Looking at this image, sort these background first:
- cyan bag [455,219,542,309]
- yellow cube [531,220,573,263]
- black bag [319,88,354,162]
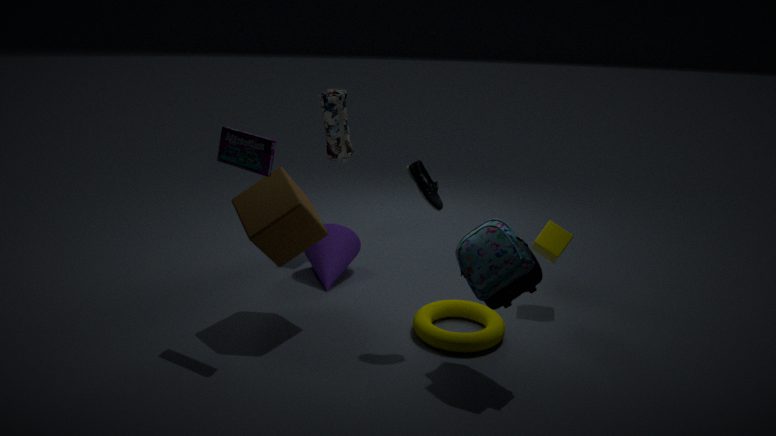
black bag [319,88,354,162] → yellow cube [531,220,573,263] → cyan bag [455,219,542,309]
